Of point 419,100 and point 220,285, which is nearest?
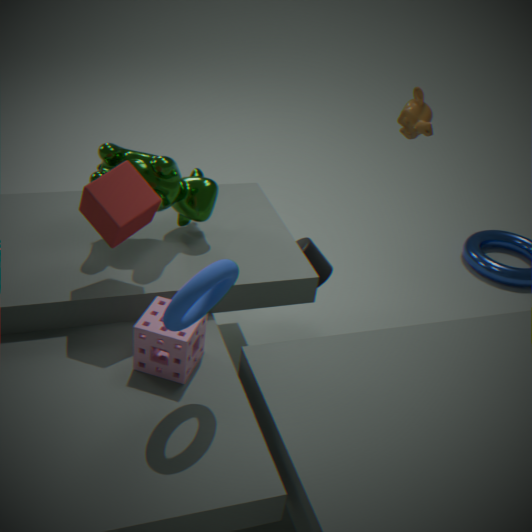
point 220,285
